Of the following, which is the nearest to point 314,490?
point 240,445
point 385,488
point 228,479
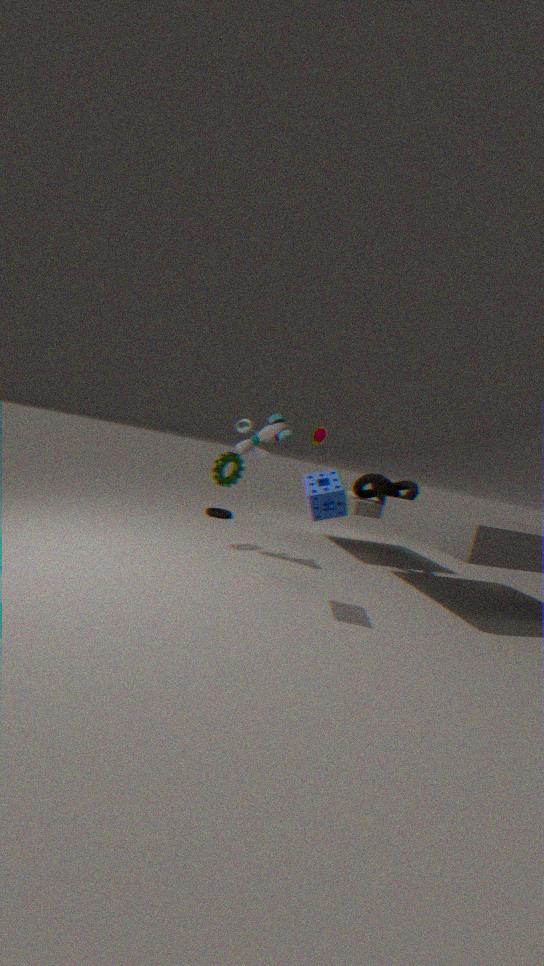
point 240,445
